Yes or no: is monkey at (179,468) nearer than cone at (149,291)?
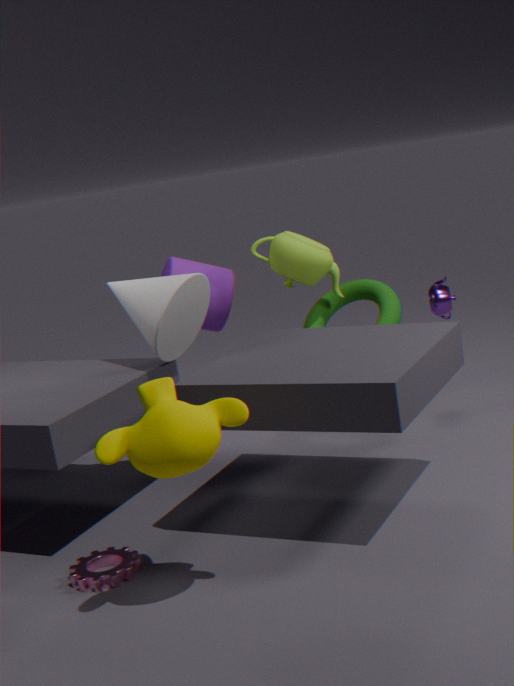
Yes
